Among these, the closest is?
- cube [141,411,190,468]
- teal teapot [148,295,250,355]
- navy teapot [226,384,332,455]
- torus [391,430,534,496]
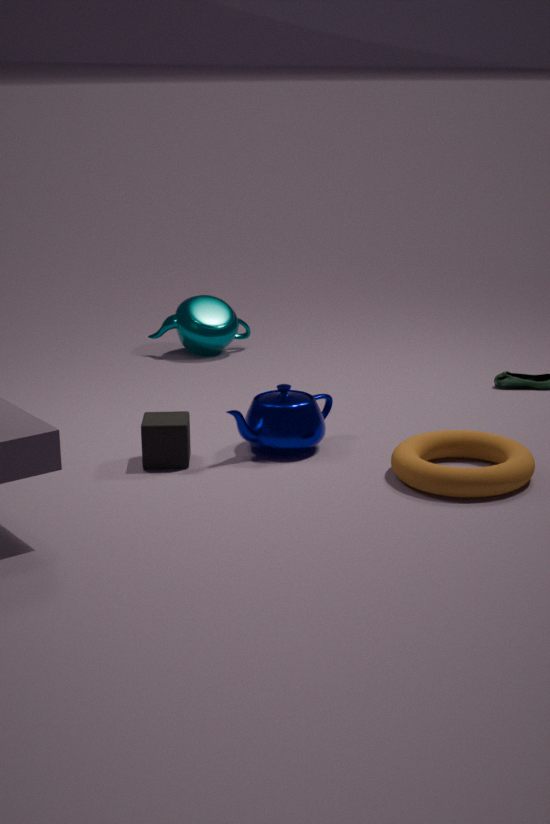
torus [391,430,534,496]
